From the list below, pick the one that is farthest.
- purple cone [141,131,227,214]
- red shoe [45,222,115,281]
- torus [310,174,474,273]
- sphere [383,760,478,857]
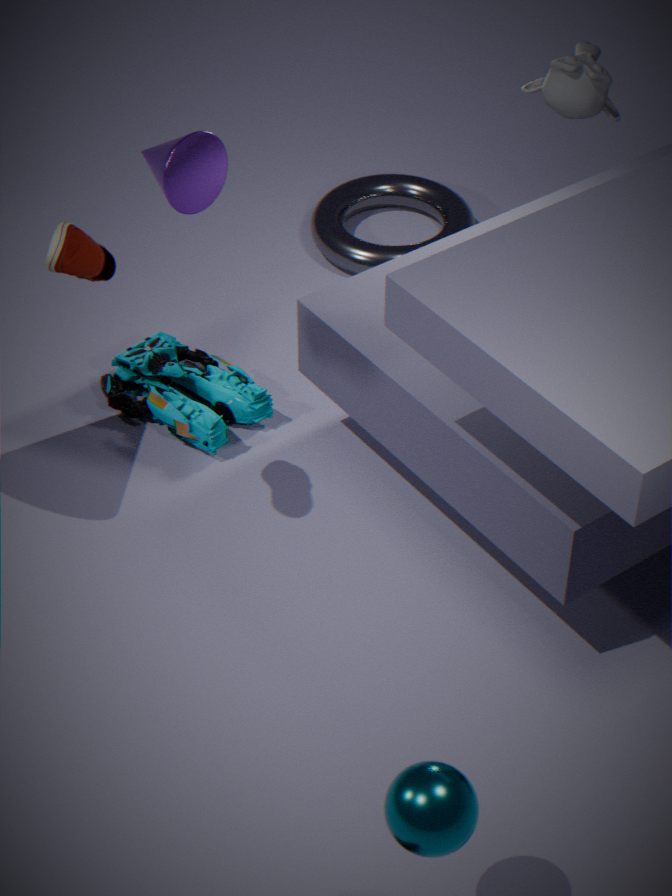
torus [310,174,474,273]
